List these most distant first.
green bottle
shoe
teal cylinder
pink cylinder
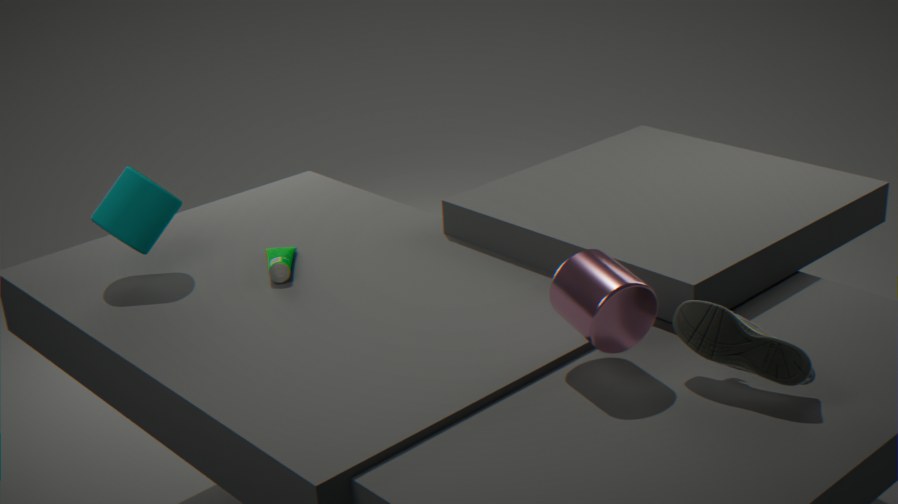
green bottle, teal cylinder, pink cylinder, shoe
